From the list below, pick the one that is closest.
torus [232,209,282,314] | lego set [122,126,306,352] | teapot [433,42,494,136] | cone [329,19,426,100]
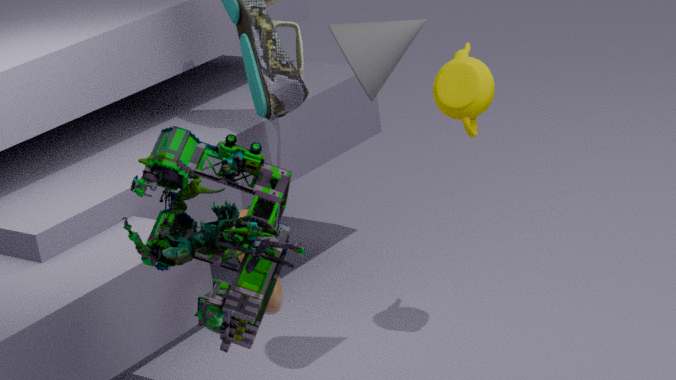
lego set [122,126,306,352]
